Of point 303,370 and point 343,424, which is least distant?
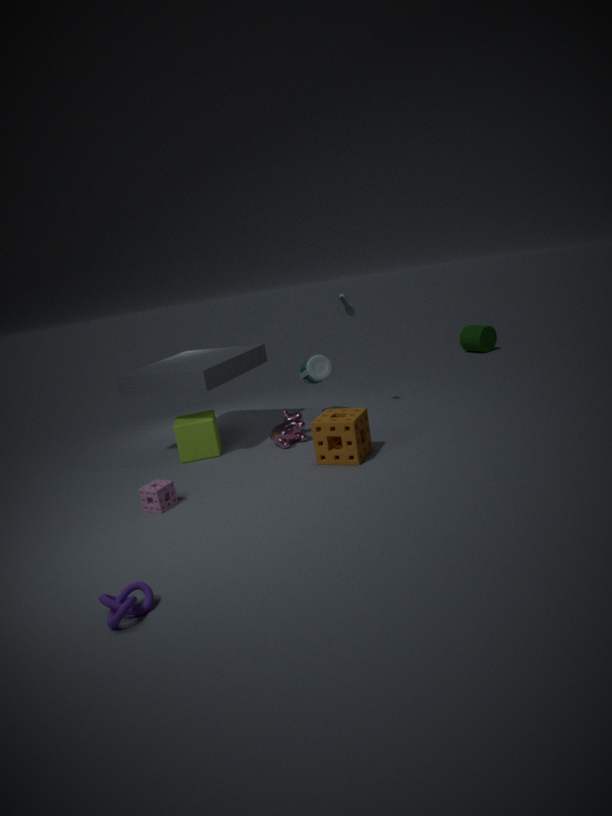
point 343,424
